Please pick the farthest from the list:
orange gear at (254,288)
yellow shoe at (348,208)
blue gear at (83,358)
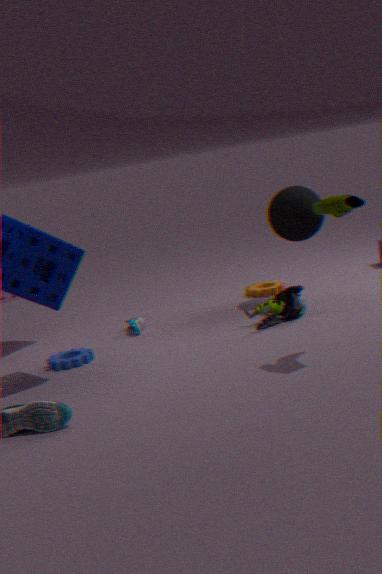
orange gear at (254,288)
